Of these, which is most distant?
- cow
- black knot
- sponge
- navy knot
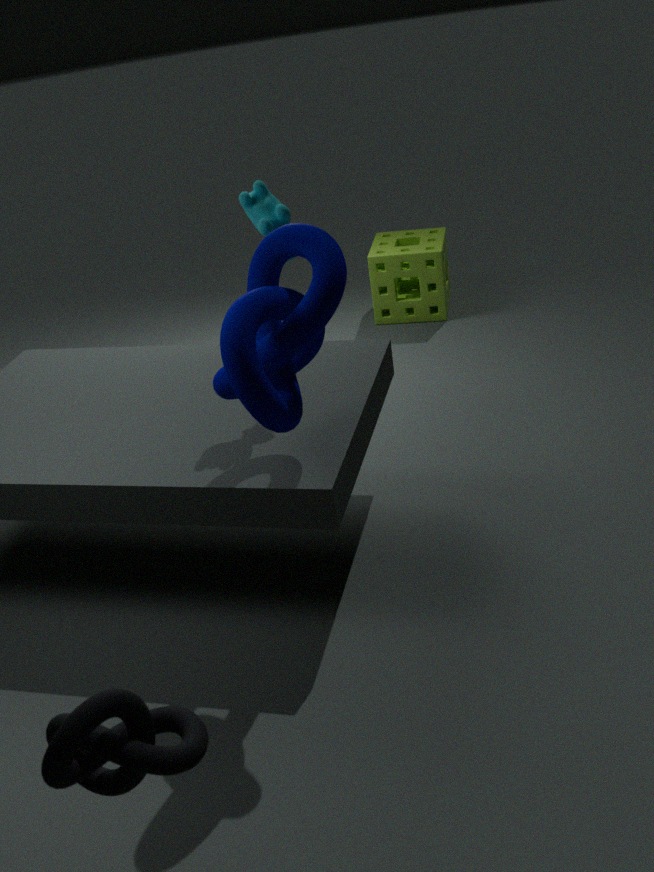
sponge
